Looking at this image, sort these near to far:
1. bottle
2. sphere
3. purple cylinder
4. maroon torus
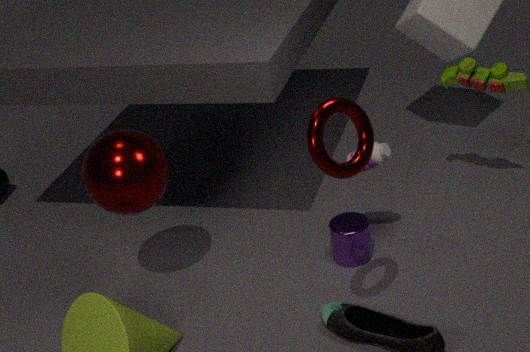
maroon torus → sphere → bottle → purple cylinder
